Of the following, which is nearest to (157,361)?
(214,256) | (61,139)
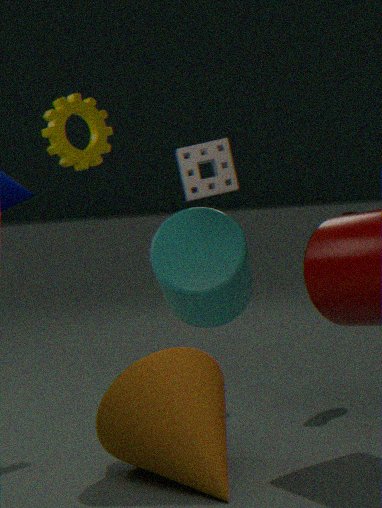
(214,256)
